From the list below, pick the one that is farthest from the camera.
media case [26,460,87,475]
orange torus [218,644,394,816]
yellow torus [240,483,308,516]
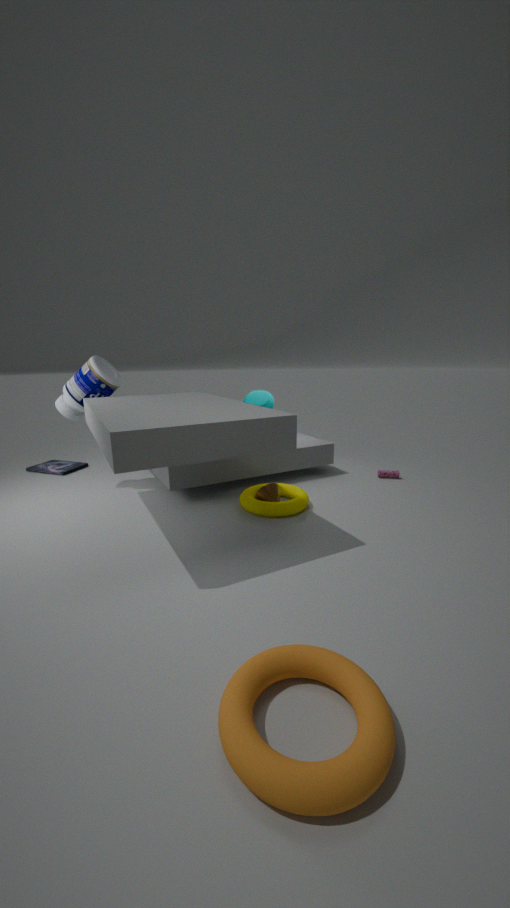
media case [26,460,87,475]
